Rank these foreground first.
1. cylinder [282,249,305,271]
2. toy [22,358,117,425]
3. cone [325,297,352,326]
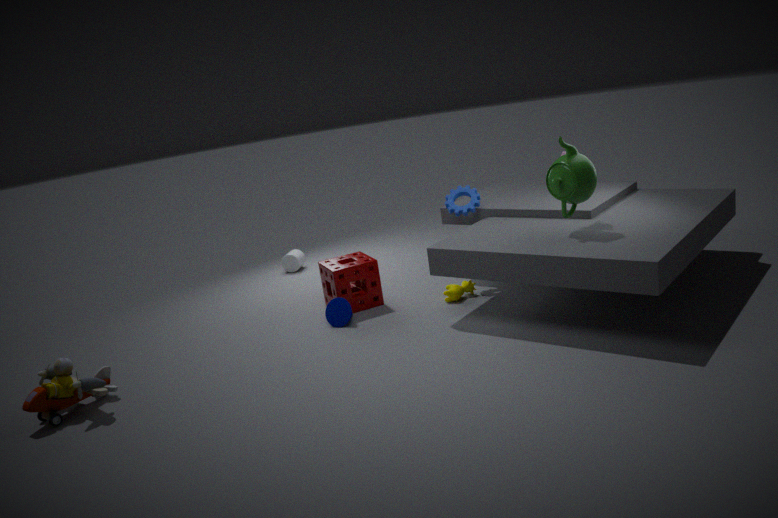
1. toy [22,358,117,425]
2. cone [325,297,352,326]
3. cylinder [282,249,305,271]
